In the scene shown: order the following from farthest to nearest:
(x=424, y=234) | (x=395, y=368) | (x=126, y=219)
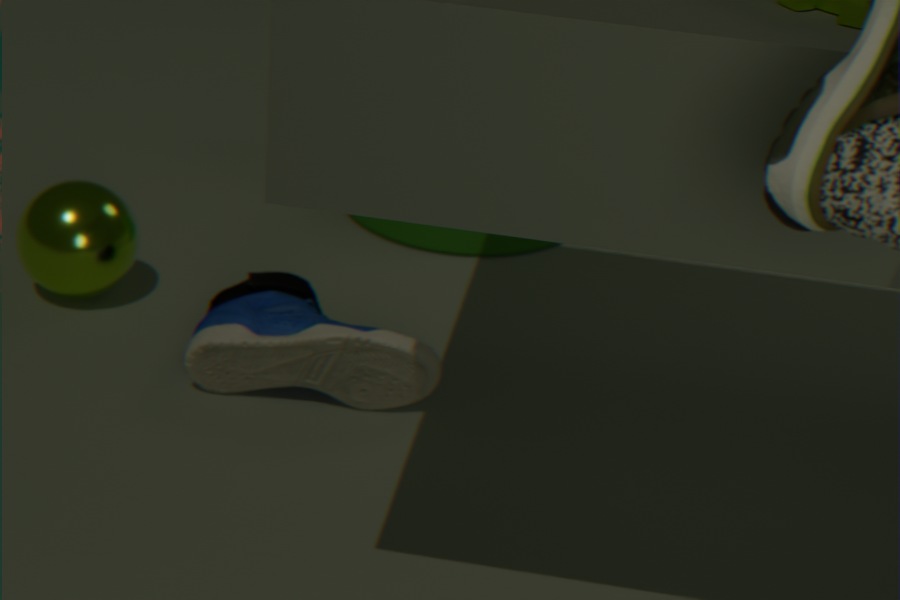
(x=424, y=234), (x=126, y=219), (x=395, y=368)
